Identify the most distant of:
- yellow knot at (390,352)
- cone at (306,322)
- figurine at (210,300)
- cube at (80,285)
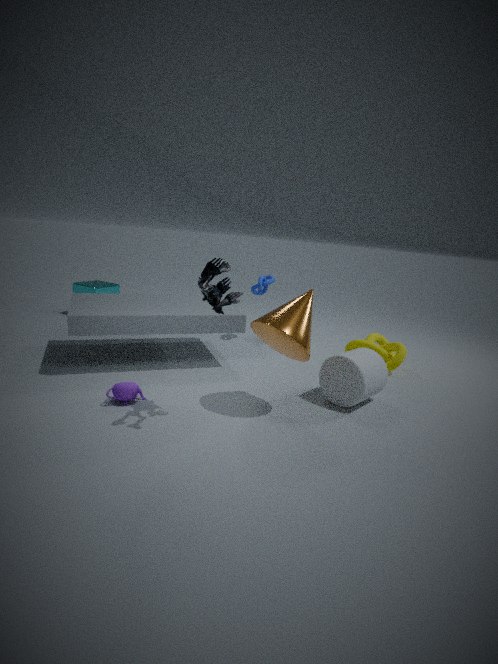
cube at (80,285)
